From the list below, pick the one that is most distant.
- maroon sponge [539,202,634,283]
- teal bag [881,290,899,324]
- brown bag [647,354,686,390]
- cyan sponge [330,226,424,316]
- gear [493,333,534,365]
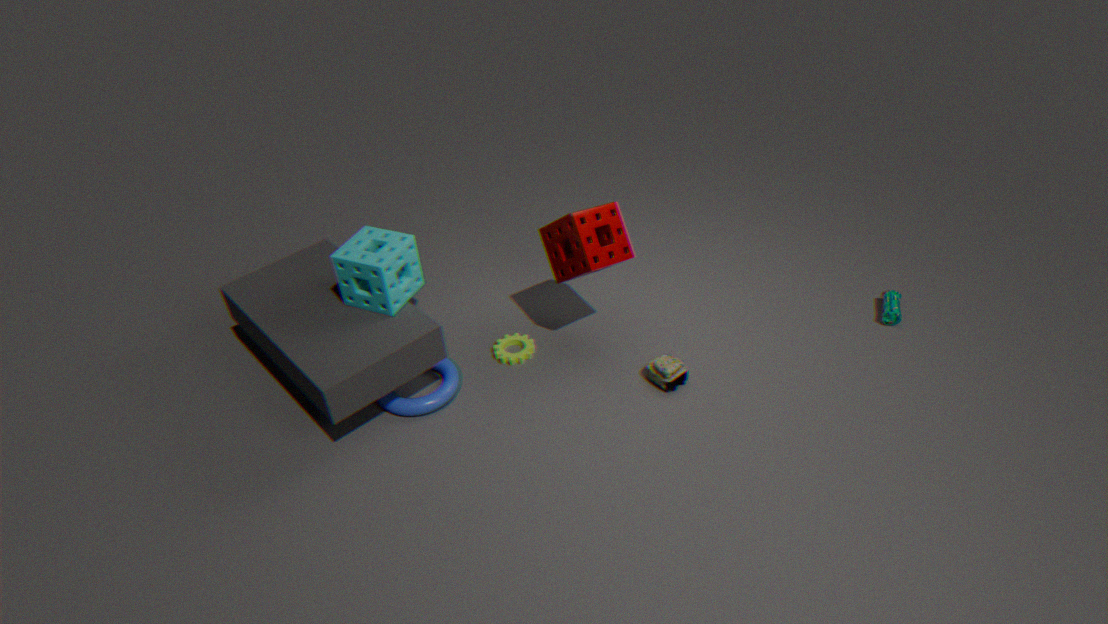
gear [493,333,534,365]
